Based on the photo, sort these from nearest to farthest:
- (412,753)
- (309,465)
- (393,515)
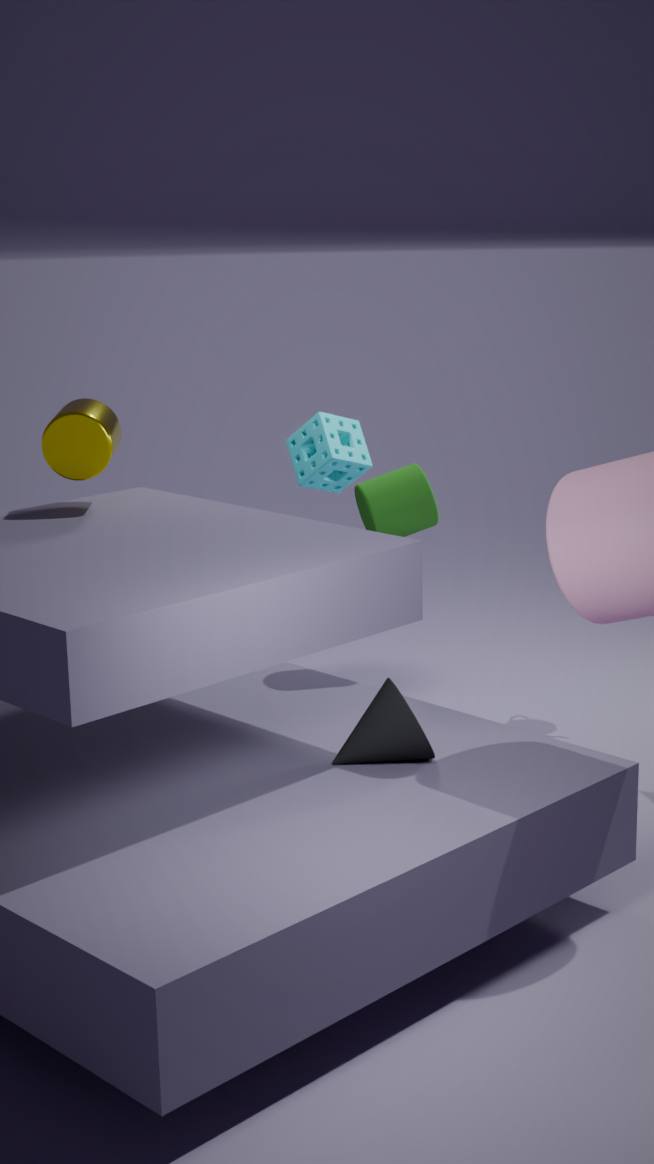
(412,753) → (393,515) → (309,465)
